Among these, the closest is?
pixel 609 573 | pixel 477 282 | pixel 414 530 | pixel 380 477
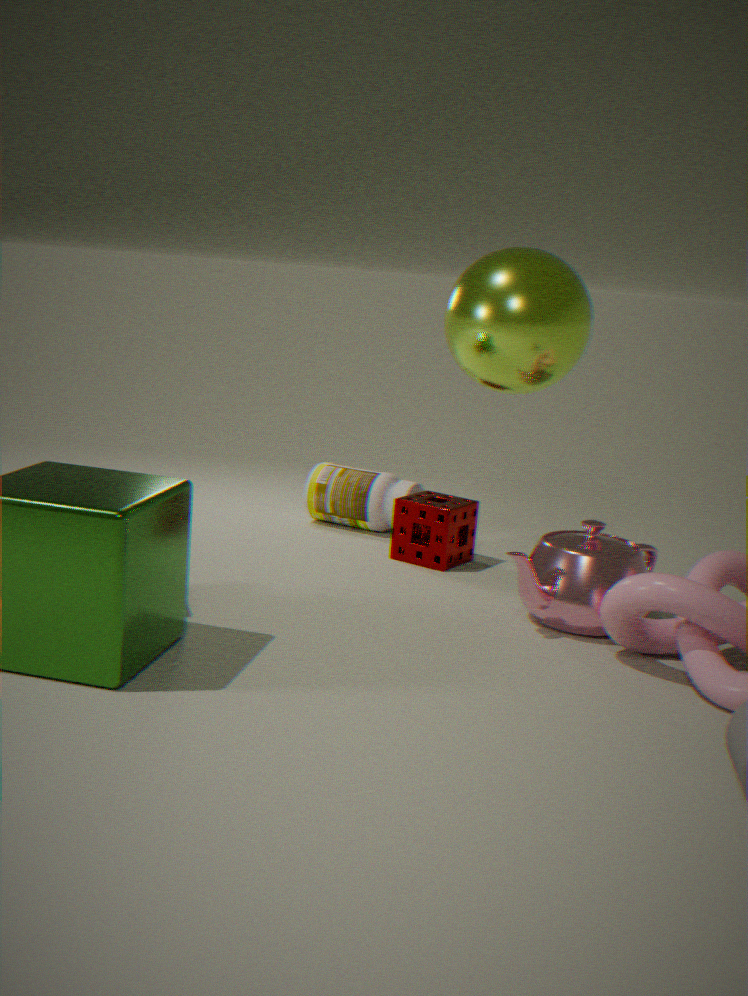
pixel 477 282
